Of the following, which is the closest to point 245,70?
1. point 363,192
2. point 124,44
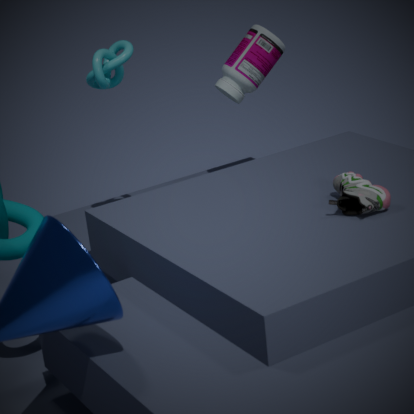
point 124,44
